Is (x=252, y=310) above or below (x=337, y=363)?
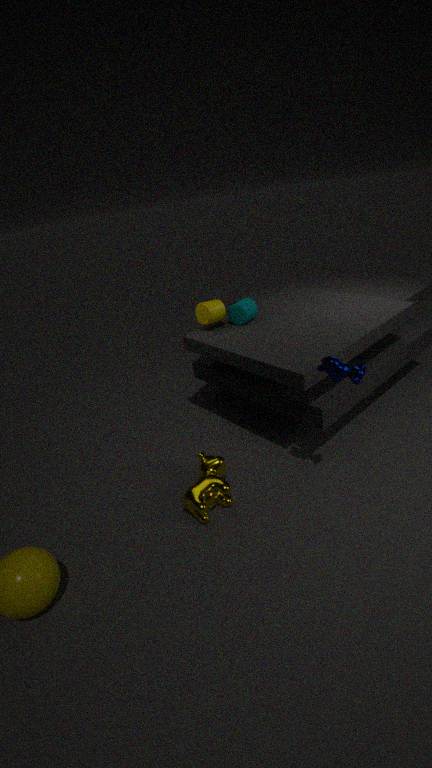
below
